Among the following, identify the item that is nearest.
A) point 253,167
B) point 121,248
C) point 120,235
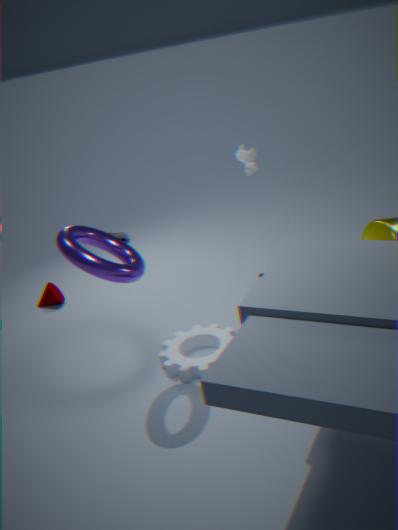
B. point 121,248
